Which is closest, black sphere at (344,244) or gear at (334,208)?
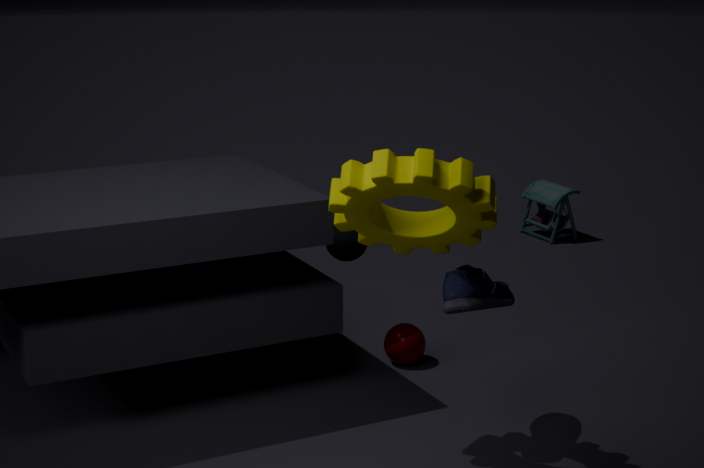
gear at (334,208)
